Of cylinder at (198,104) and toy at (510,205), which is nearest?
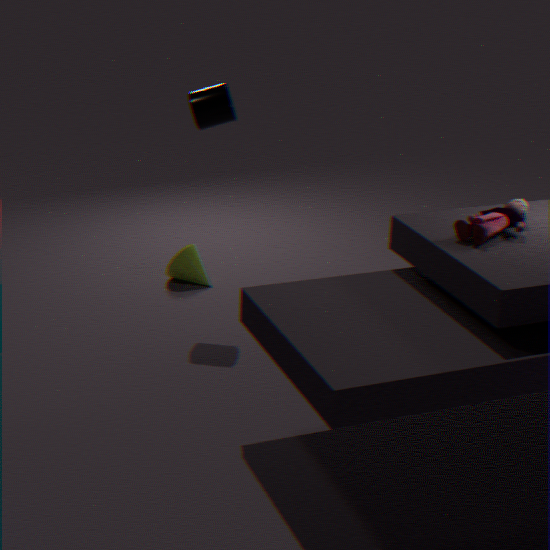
toy at (510,205)
